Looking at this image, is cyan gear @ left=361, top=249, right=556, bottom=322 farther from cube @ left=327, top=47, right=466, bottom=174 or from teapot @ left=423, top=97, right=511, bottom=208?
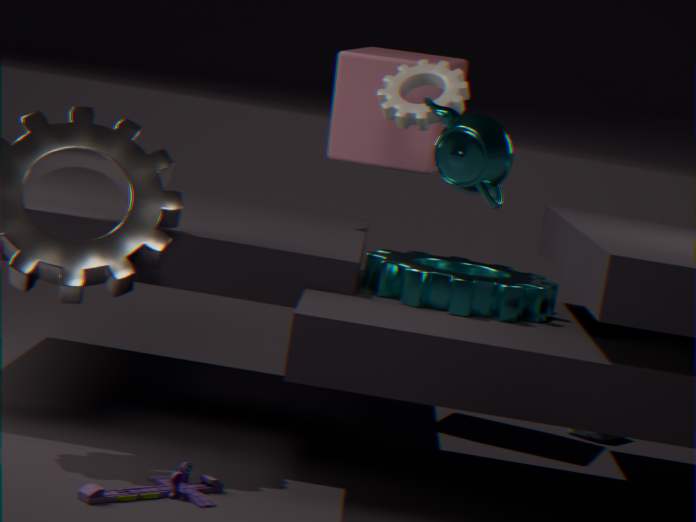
teapot @ left=423, top=97, right=511, bottom=208
